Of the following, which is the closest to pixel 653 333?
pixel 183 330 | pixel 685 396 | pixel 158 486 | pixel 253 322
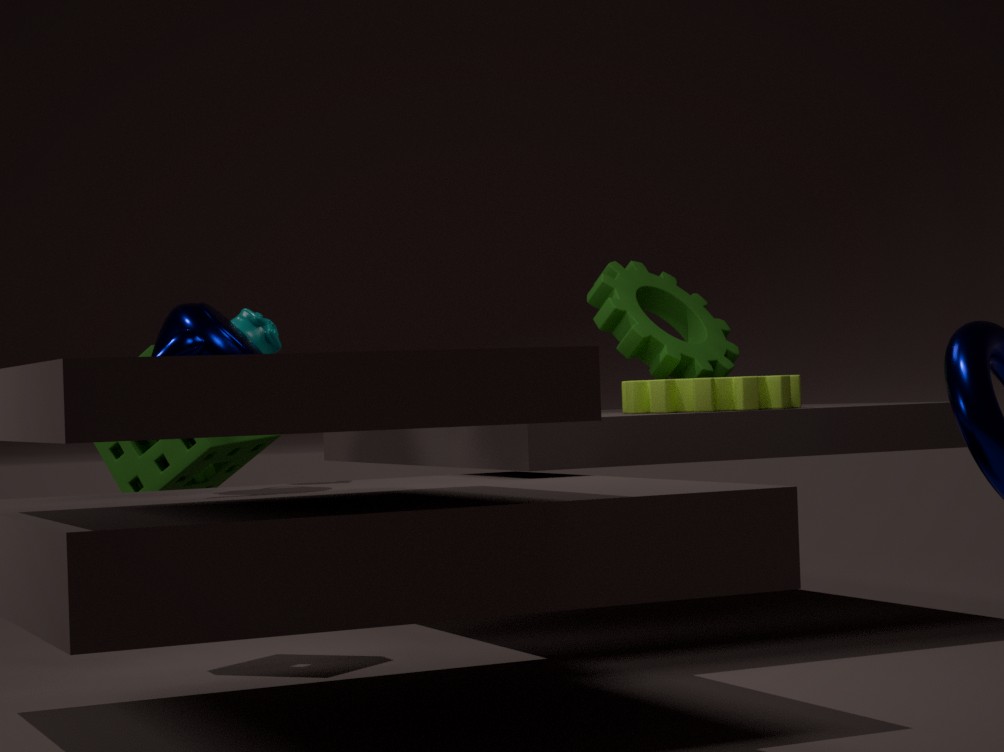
pixel 685 396
